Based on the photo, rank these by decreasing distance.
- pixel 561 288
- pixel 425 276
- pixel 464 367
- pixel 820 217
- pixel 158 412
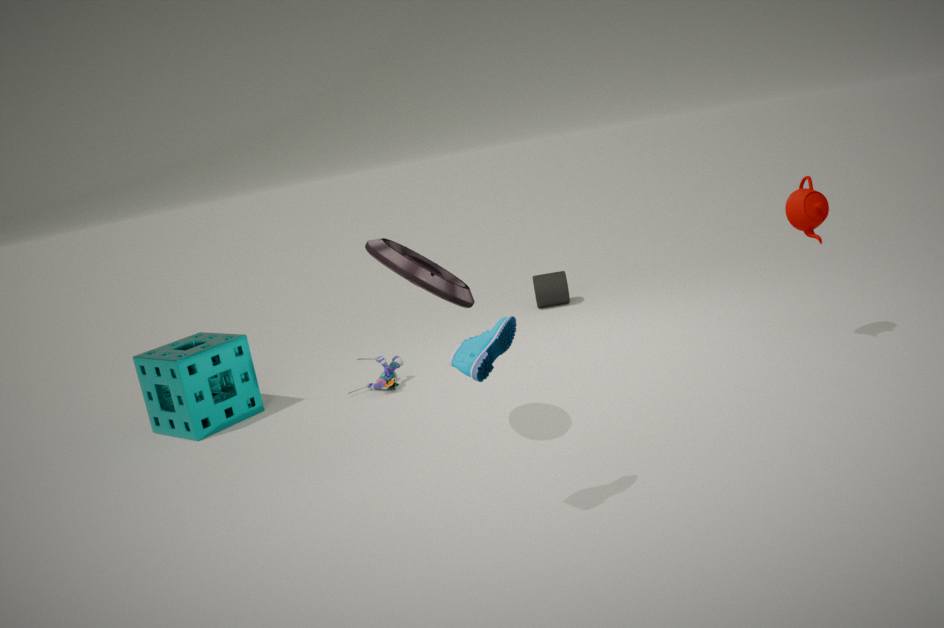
pixel 561 288 → pixel 158 412 → pixel 820 217 → pixel 425 276 → pixel 464 367
